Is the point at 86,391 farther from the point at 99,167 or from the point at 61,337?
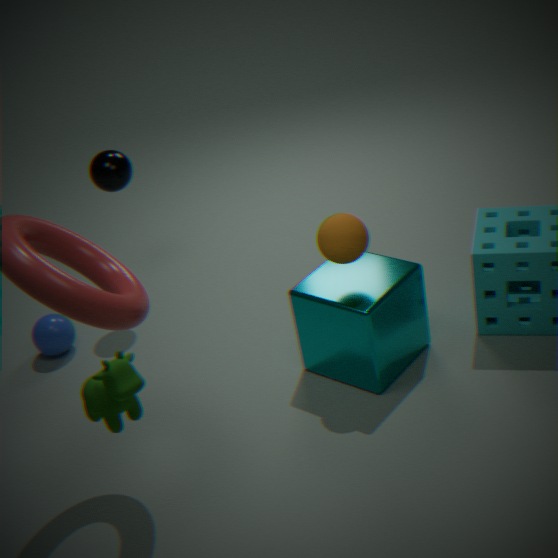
the point at 99,167
